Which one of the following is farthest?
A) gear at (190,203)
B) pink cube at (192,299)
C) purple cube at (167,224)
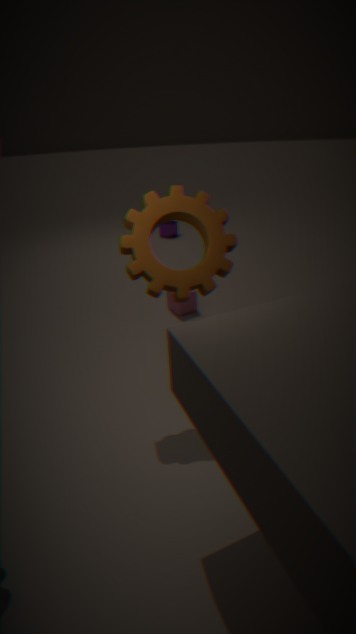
purple cube at (167,224)
